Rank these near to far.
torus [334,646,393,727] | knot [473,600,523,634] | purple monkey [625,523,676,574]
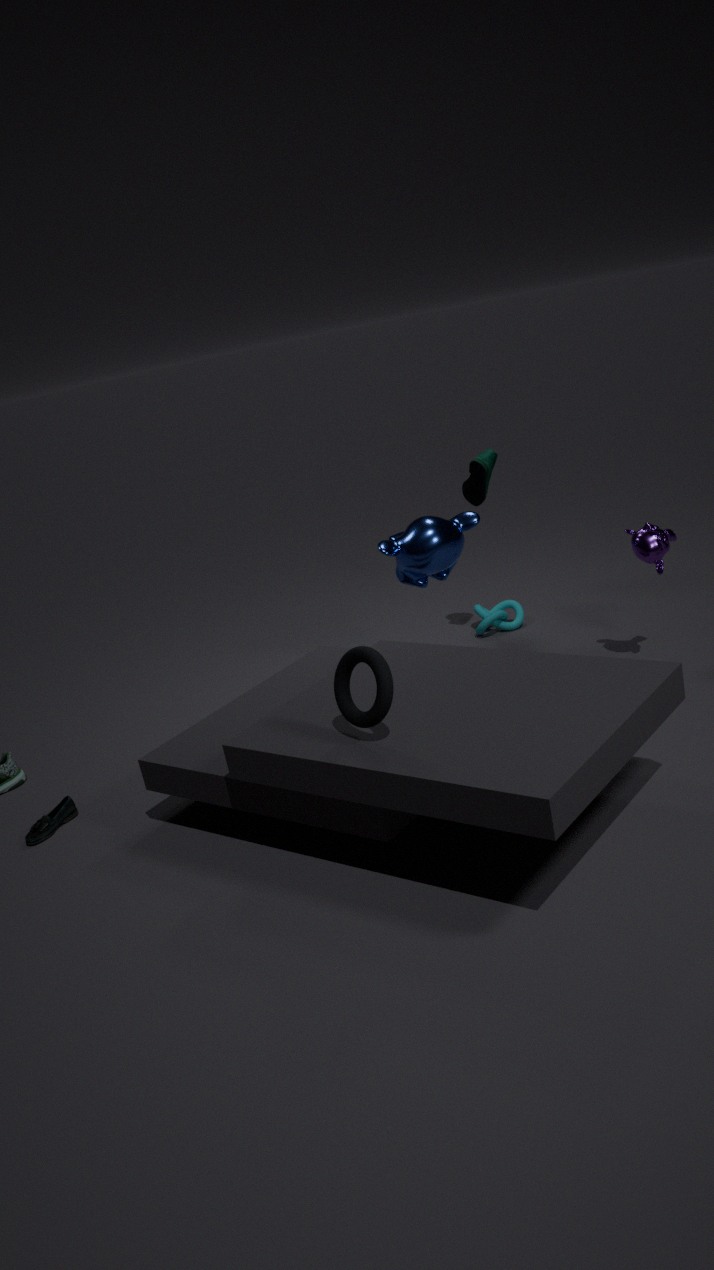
torus [334,646,393,727] < purple monkey [625,523,676,574] < knot [473,600,523,634]
